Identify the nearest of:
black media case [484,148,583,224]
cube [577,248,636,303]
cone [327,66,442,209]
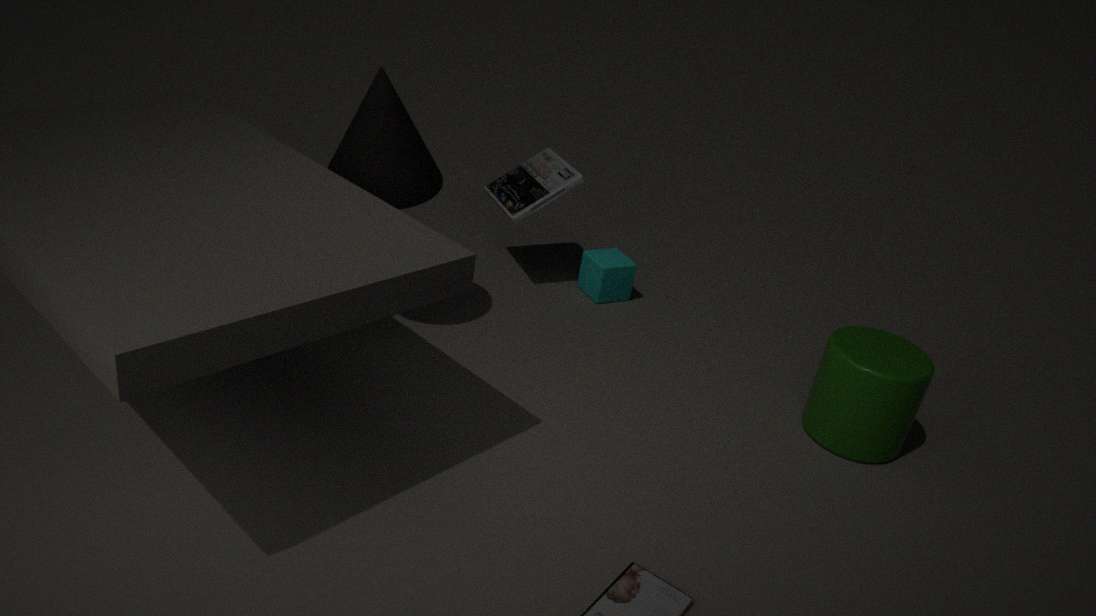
cone [327,66,442,209]
